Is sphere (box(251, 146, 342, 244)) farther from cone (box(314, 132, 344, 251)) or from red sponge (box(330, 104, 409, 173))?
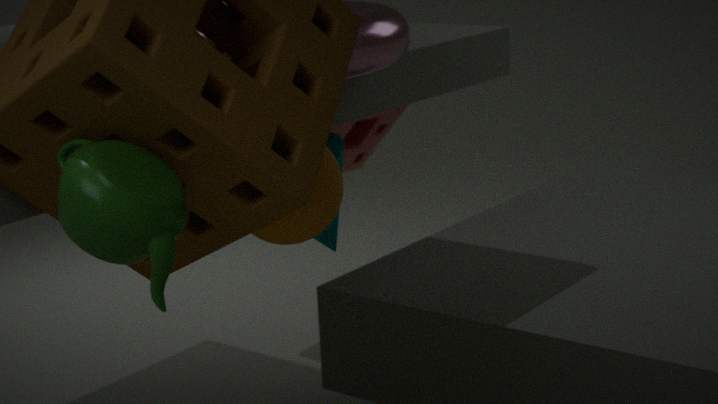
red sponge (box(330, 104, 409, 173))
